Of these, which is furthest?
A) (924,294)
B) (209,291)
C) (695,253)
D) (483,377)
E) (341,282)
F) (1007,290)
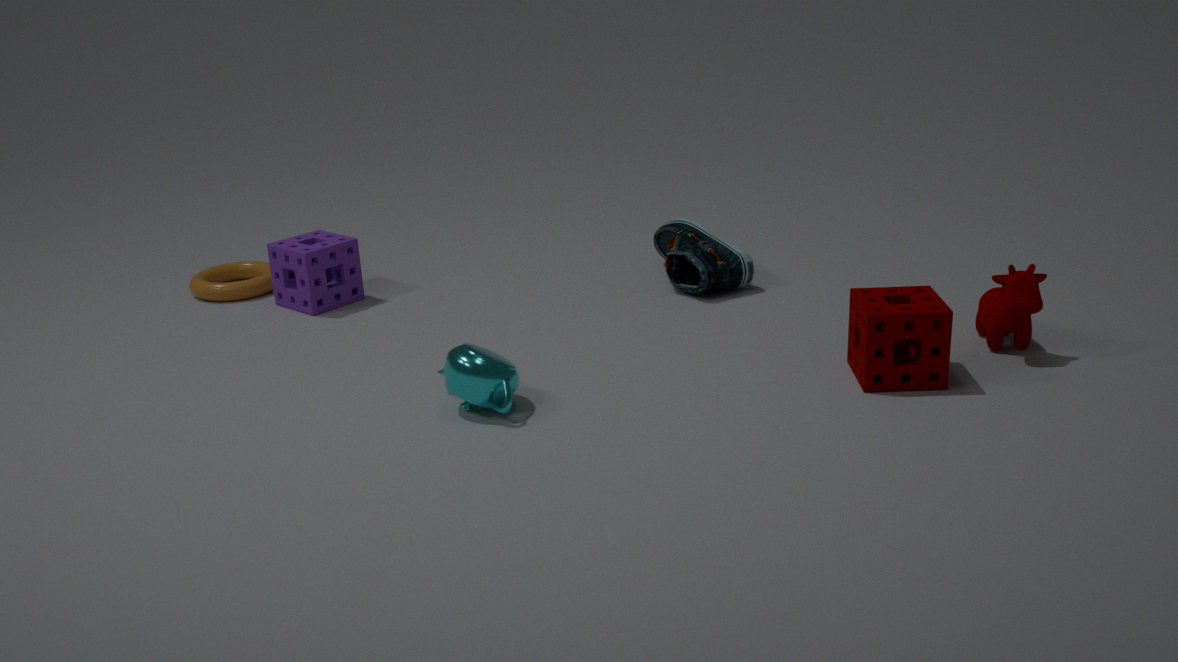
(209,291)
